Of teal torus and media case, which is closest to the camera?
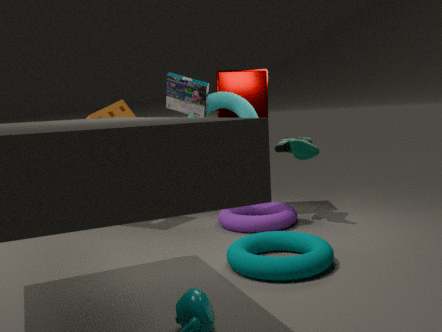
teal torus
